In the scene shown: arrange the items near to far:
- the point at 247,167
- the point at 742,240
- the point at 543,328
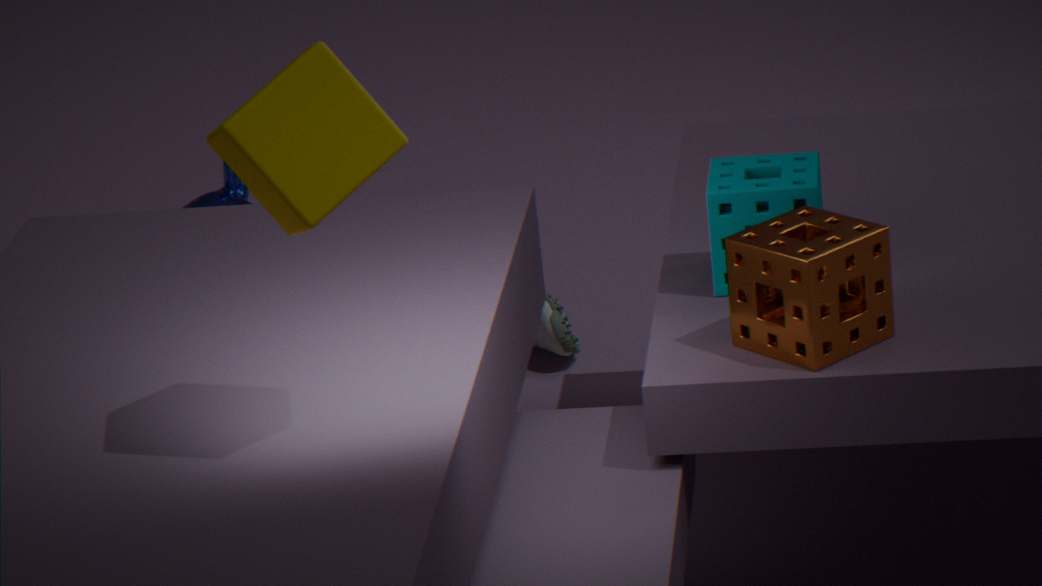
the point at 247,167
the point at 742,240
the point at 543,328
